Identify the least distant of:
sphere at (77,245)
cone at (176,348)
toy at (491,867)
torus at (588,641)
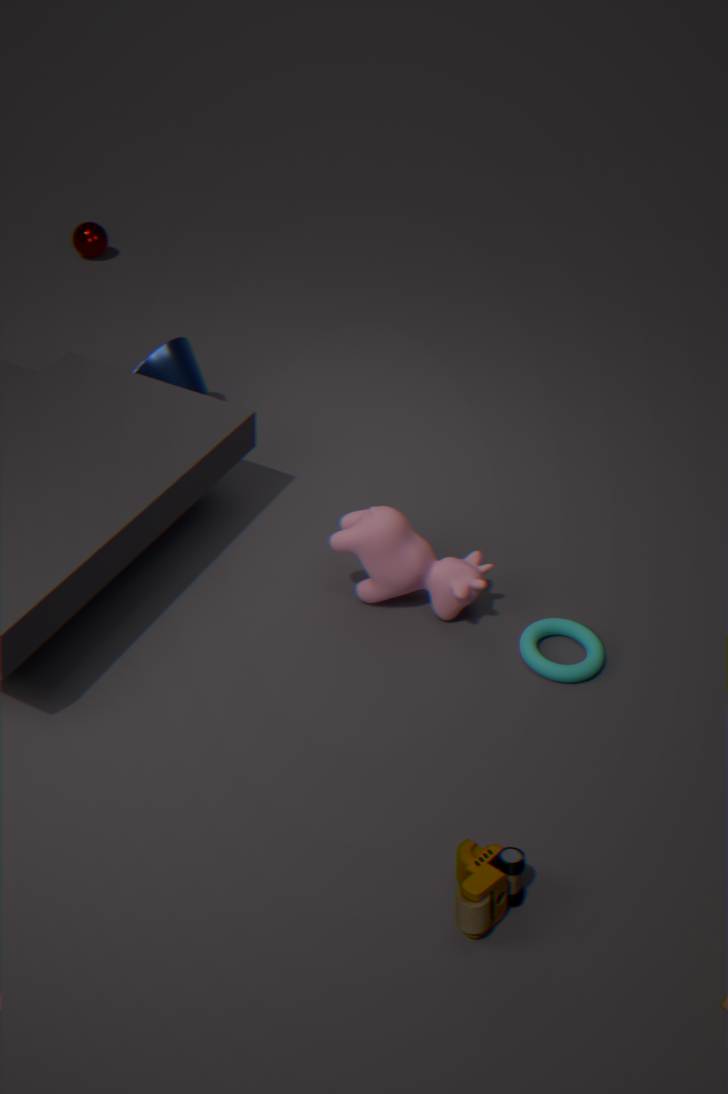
toy at (491,867)
